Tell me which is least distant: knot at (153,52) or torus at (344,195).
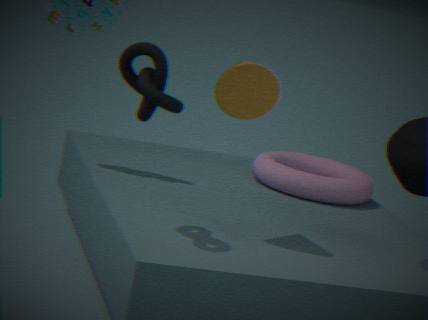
knot at (153,52)
